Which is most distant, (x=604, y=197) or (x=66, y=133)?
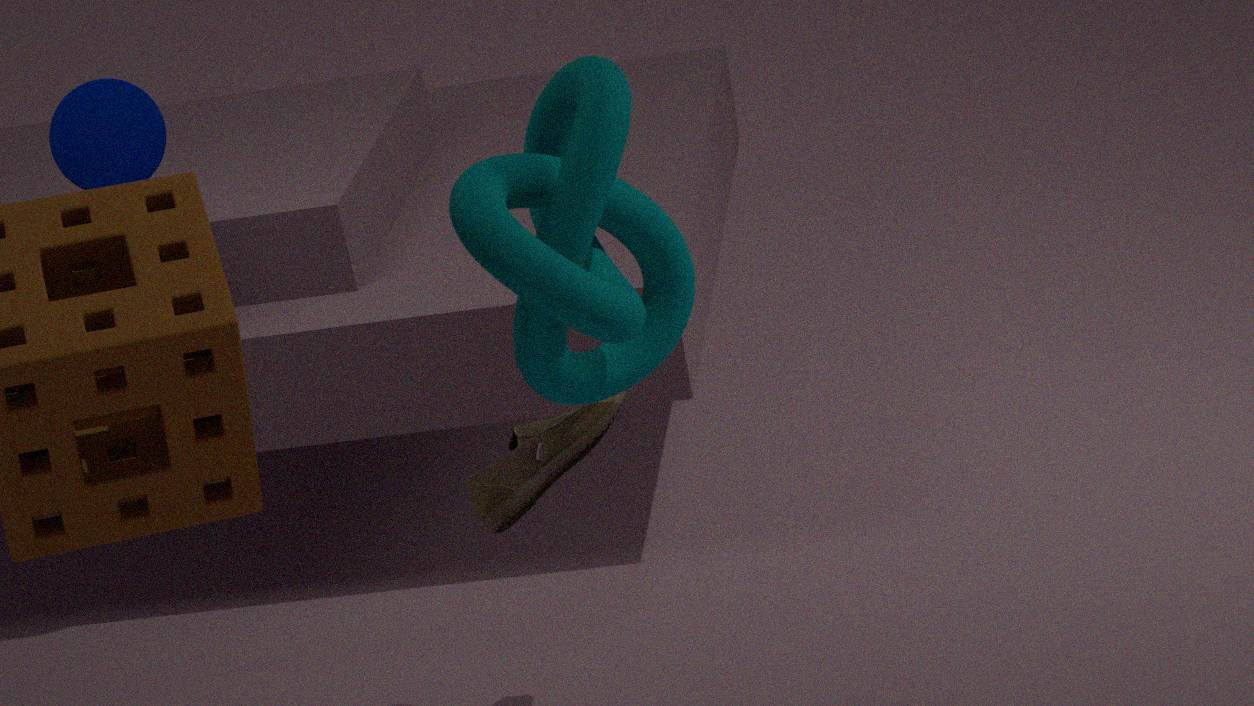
(x=66, y=133)
